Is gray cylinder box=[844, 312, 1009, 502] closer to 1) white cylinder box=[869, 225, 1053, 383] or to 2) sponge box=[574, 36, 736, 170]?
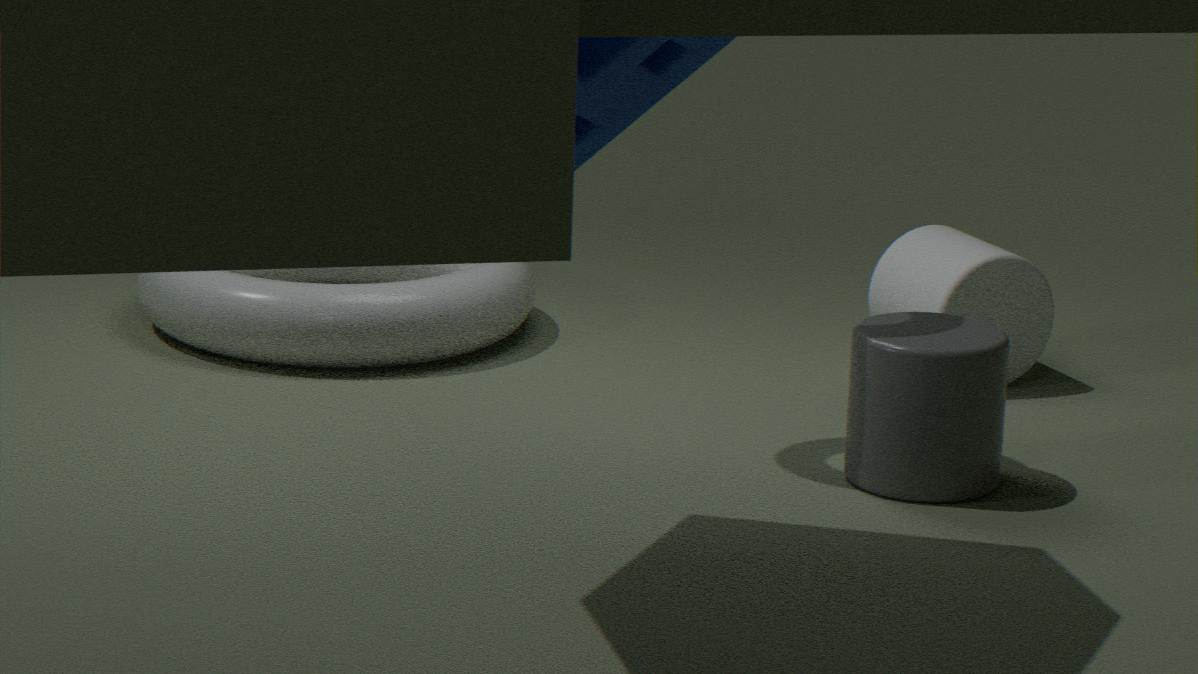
1) white cylinder box=[869, 225, 1053, 383]
